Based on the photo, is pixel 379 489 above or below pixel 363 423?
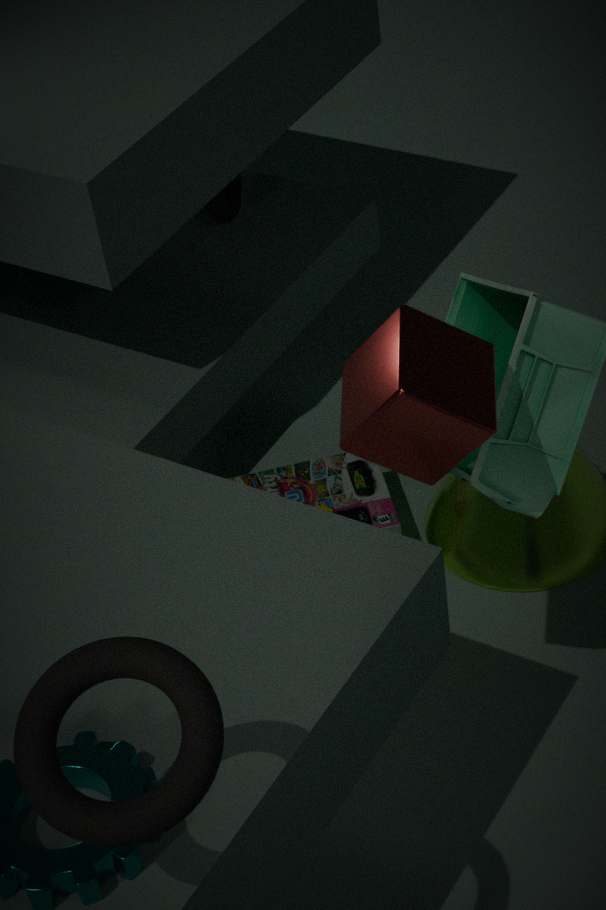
below
